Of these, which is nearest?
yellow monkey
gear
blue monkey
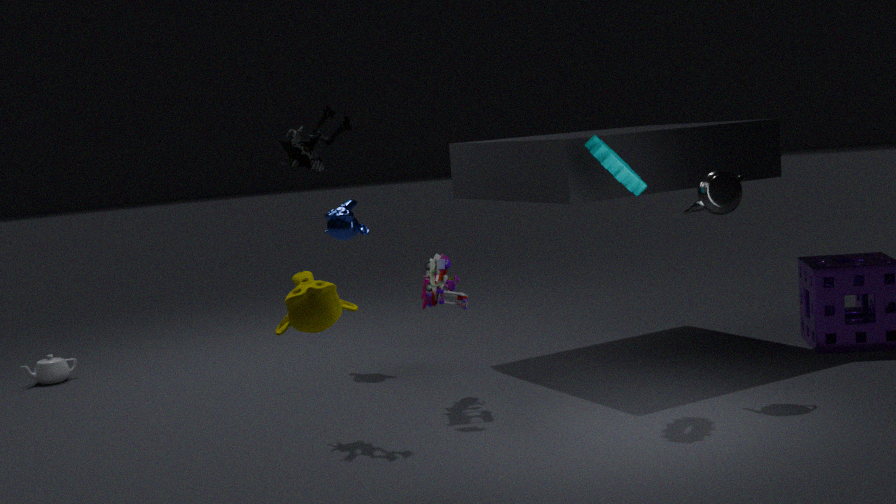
yellow monkey
